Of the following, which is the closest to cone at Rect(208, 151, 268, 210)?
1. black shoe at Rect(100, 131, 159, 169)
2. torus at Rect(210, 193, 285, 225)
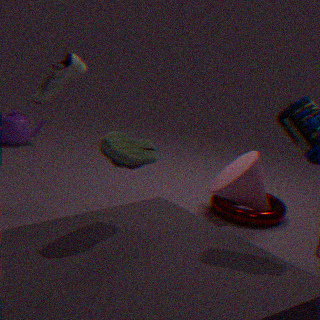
torus at Rect(210, 193, 285, 225)
